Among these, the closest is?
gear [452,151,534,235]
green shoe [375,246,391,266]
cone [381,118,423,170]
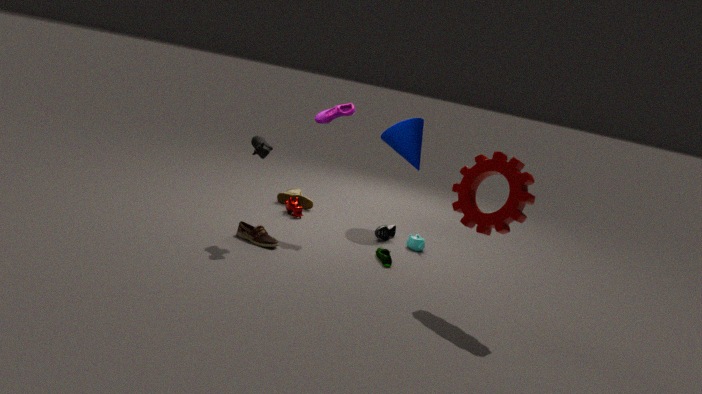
gear [452,151,534,235]
